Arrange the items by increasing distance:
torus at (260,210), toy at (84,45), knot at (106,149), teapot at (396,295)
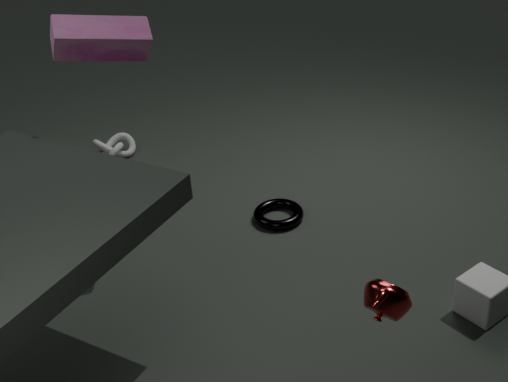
teapot at (396,295) → toy at (84,45) → torus at (260,210) → knot at (106,149)
